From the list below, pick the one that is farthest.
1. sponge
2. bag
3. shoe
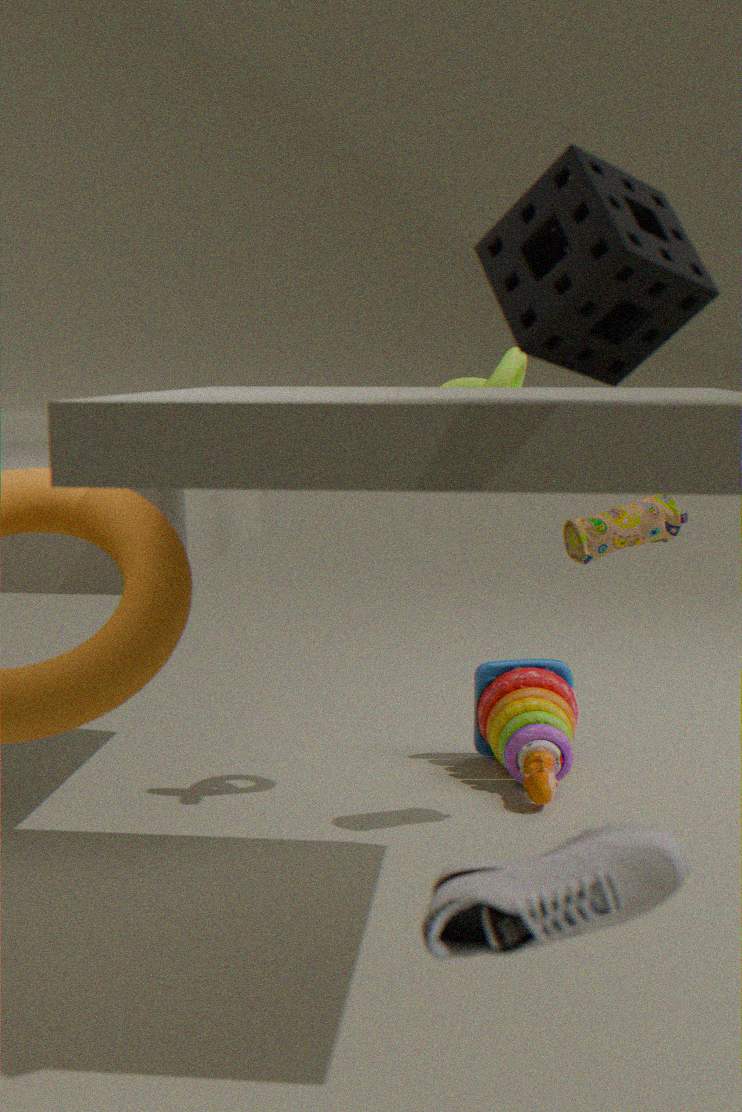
bag
